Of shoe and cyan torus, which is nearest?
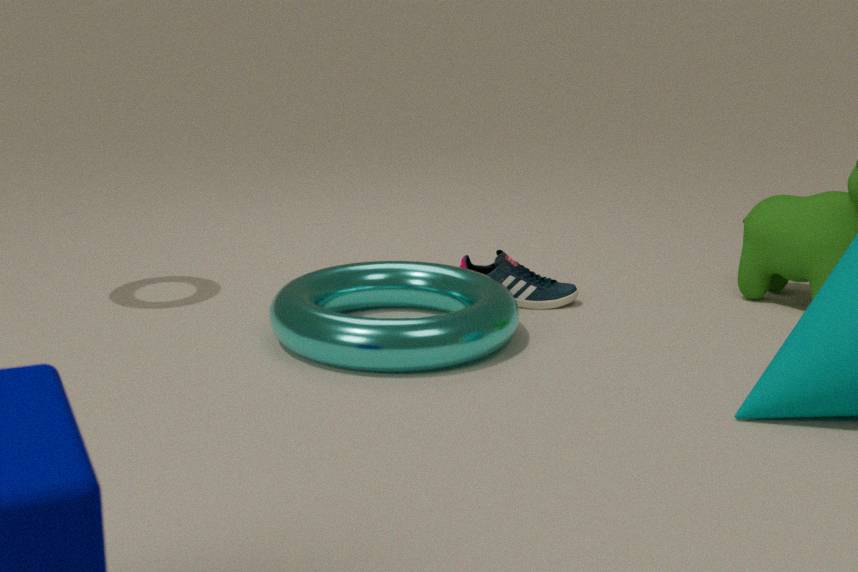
cyan torus
